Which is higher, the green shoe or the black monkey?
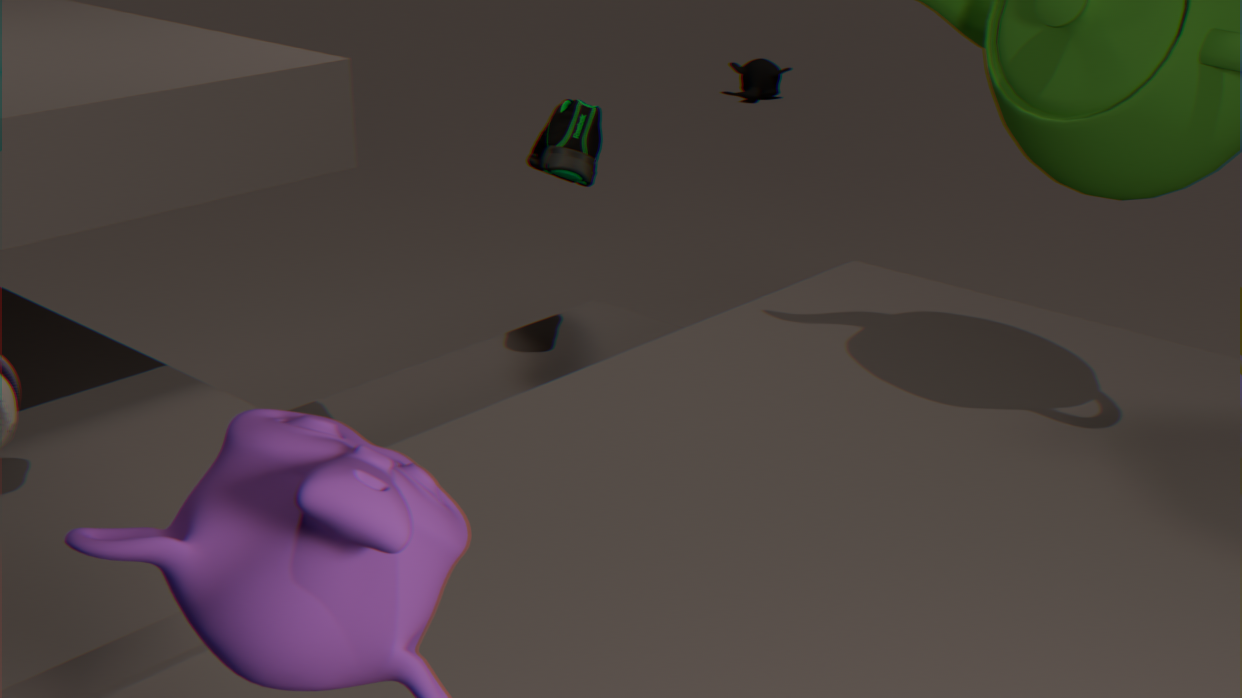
the green shoe
